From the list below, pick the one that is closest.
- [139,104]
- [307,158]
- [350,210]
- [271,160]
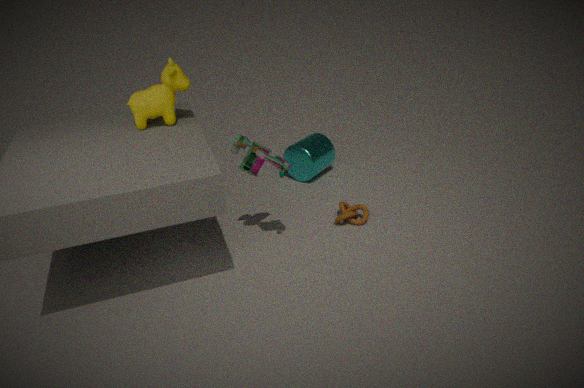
[271,160]
